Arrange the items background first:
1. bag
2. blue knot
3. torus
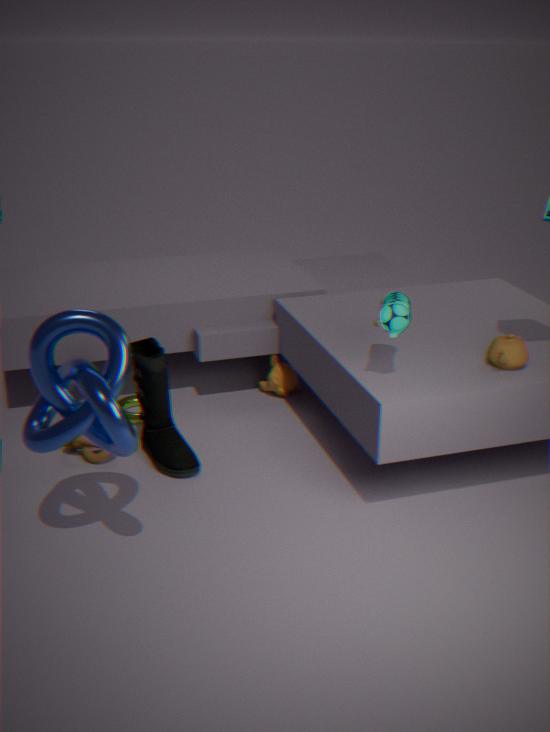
1. torus
2. bag
3. blue knot
